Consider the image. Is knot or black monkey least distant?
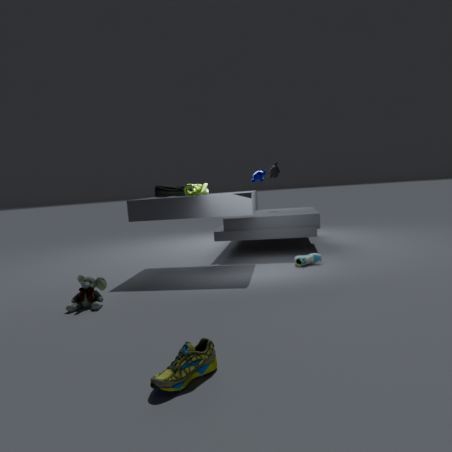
knot
